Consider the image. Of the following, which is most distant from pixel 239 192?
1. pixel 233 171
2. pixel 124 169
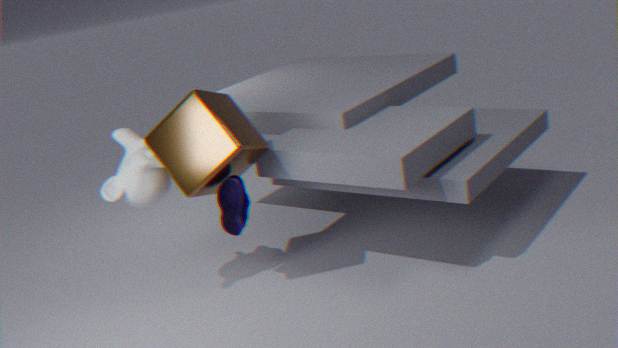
pixel 124 169
